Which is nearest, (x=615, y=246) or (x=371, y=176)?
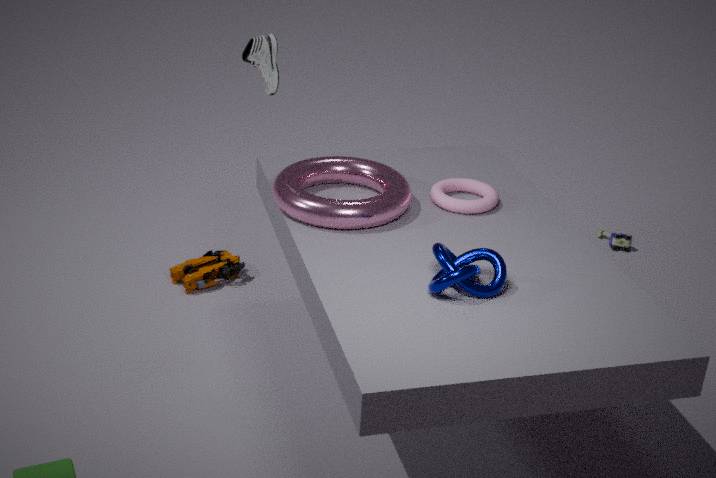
(x=371, y=176)
